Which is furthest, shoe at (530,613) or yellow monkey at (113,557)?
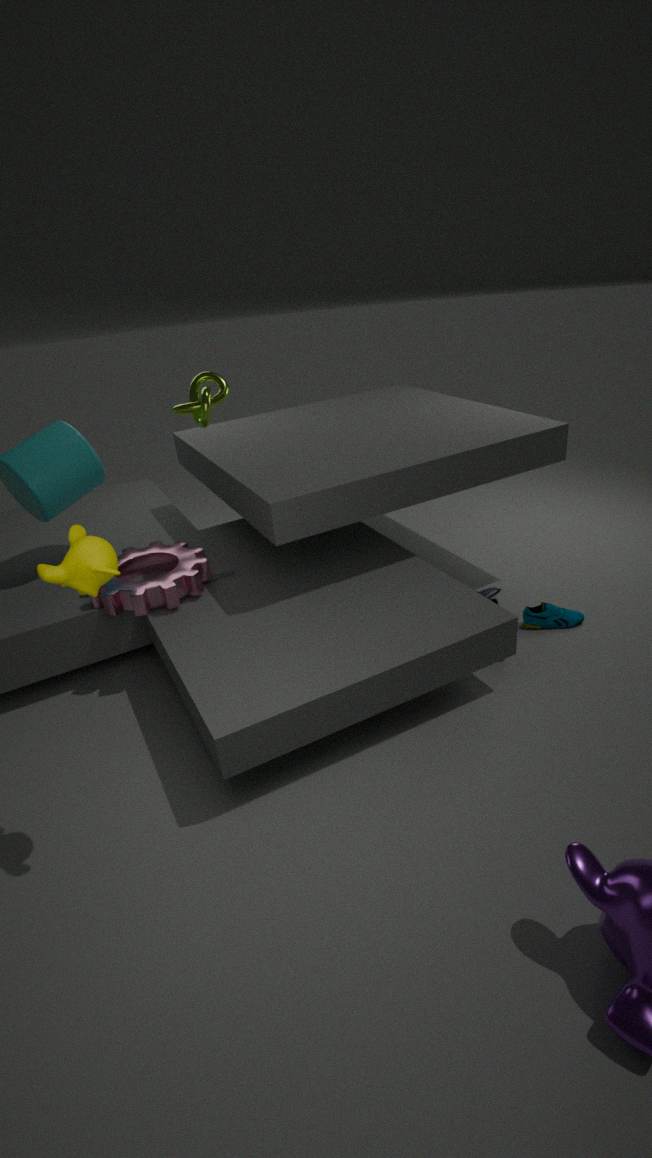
shoe at (530,613)
